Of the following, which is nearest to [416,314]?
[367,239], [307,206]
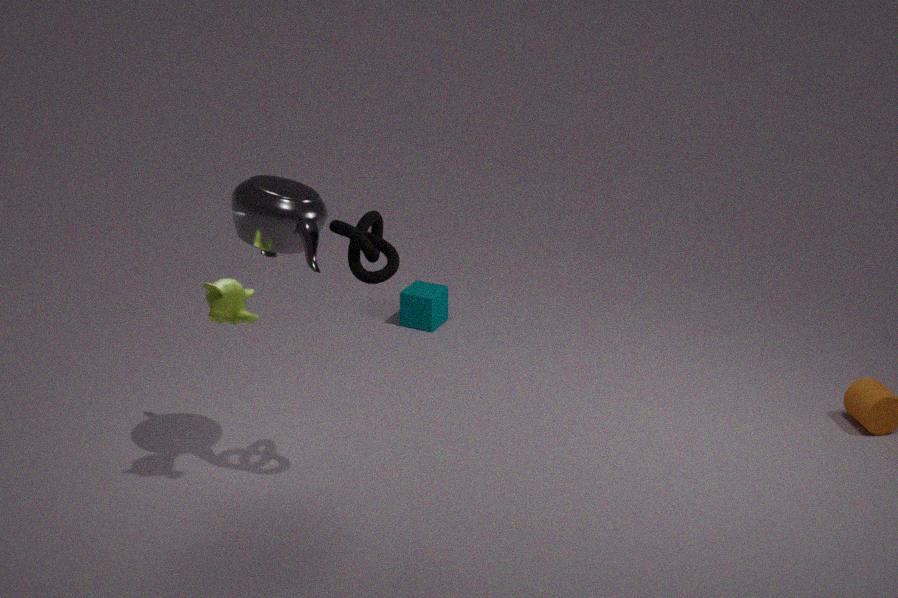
[307,206]
